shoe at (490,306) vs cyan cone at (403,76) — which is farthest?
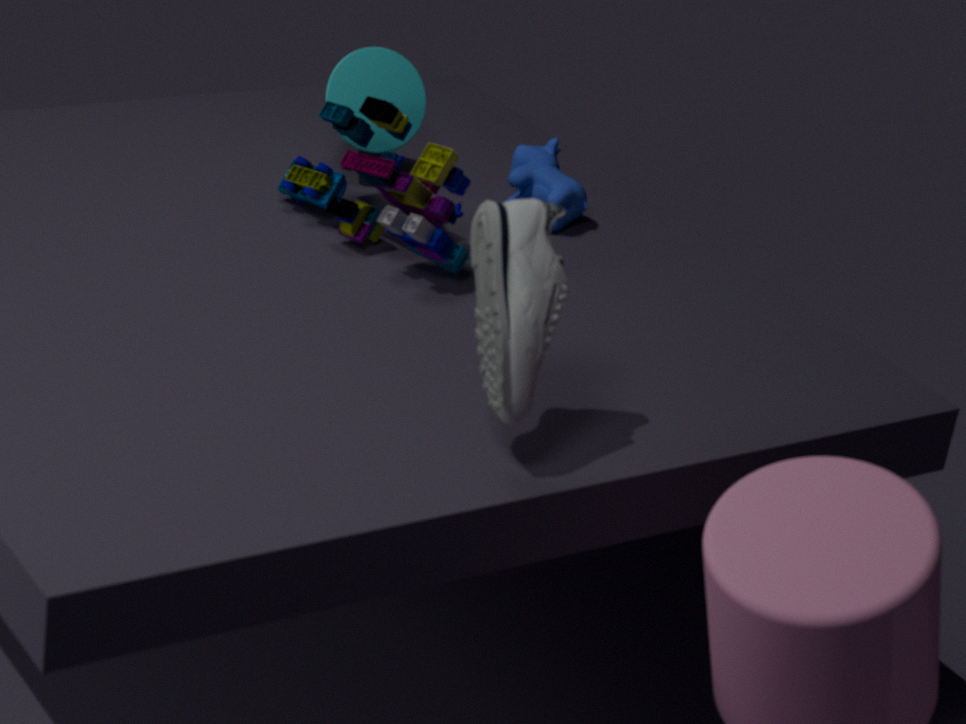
cyan cone at (403,76)
